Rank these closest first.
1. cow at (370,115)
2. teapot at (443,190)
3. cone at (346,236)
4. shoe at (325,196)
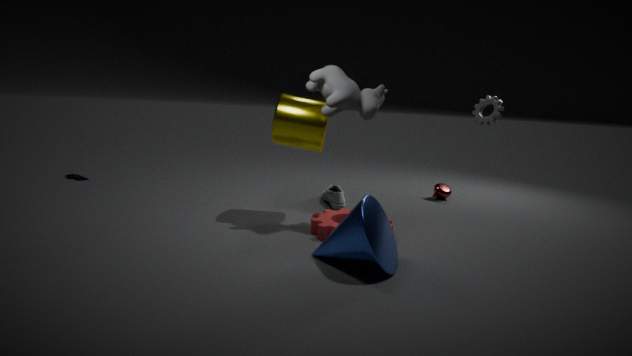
cone at (346,236) < cow at (370,115) < shoe at (325,196) < teapot at (443,190)
